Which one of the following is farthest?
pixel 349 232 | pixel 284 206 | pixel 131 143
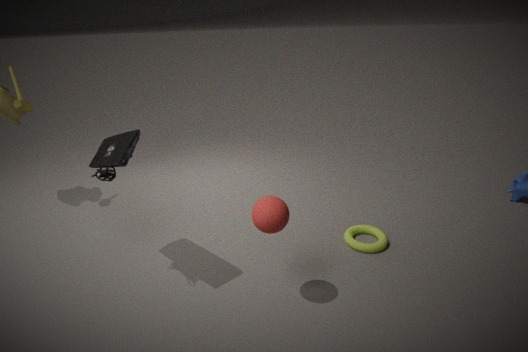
pixel 349 232
